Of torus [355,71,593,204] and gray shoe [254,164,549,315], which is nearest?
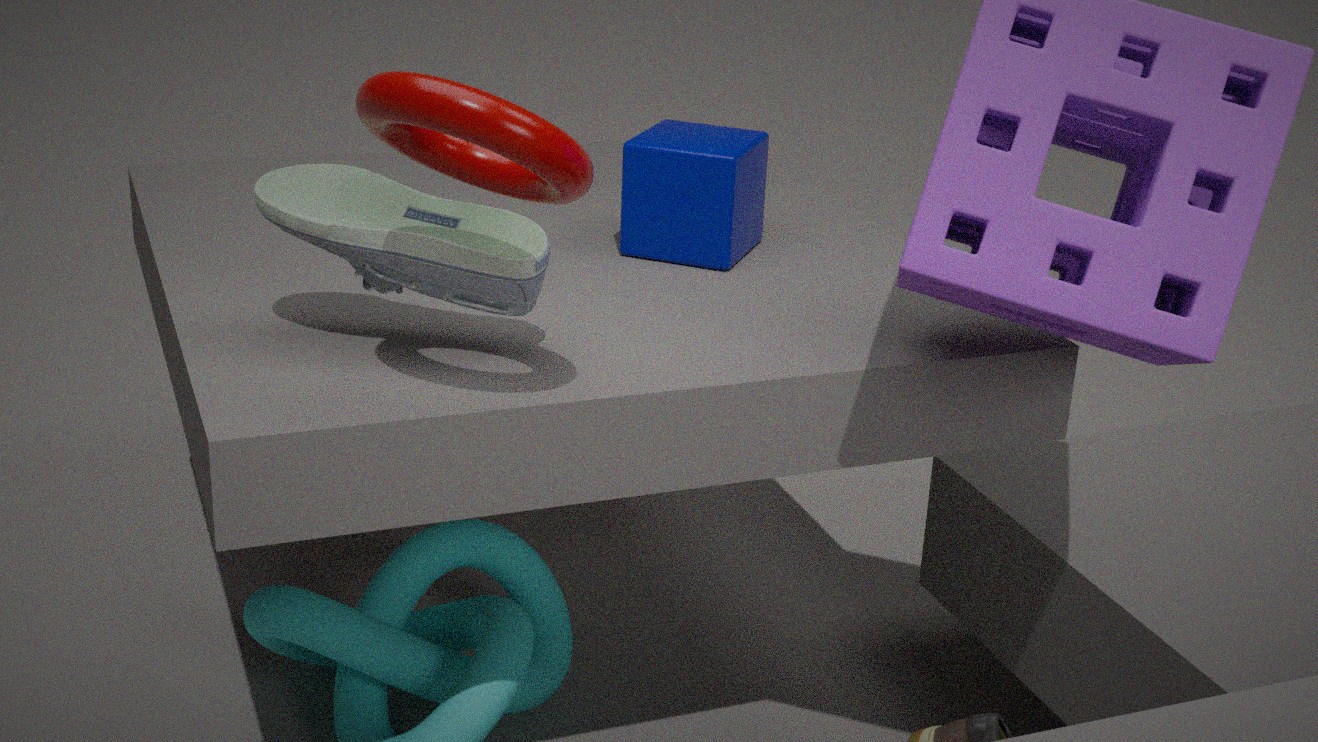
torus [355,71,593,204]
